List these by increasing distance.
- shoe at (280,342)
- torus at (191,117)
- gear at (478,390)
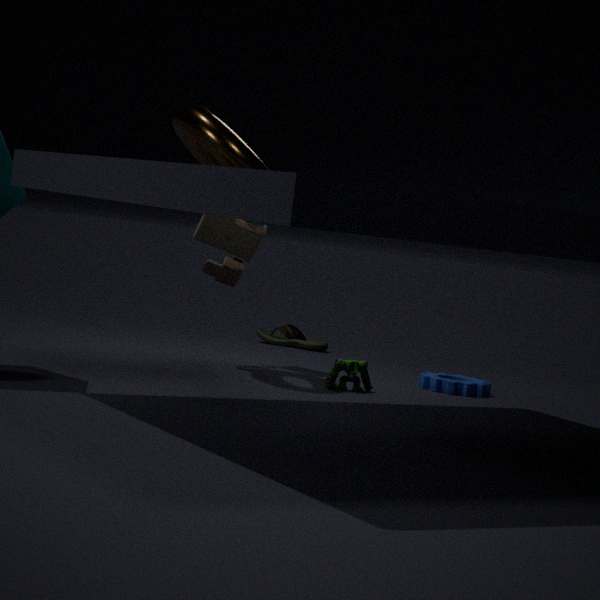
torus at (191,117) → gear at (478,390) → shoe at (280,342)
